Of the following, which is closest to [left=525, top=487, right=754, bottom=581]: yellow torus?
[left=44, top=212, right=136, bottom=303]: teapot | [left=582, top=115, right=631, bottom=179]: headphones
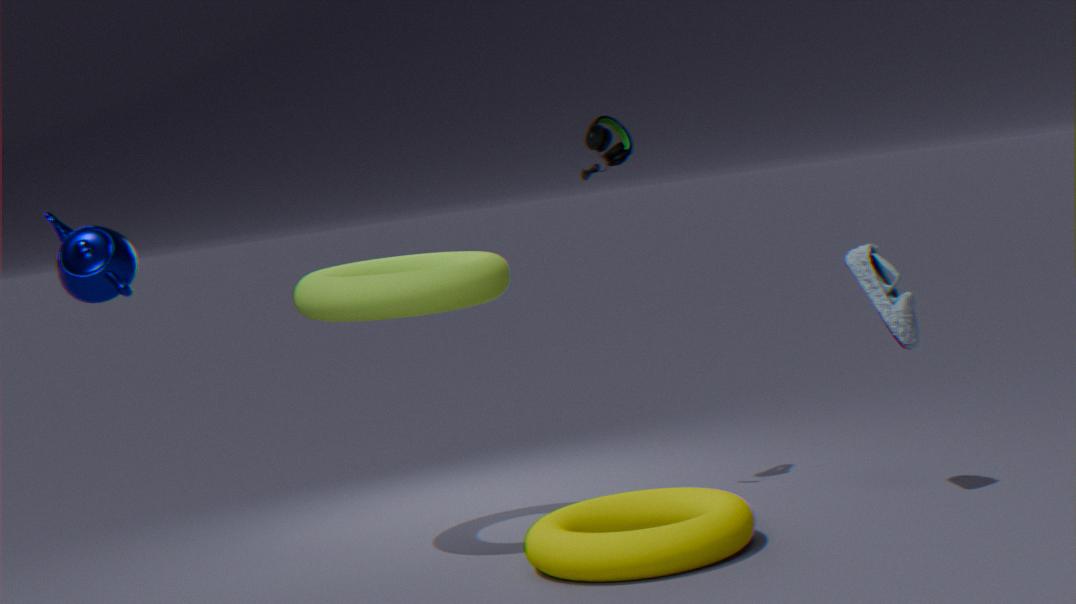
[left=582, top=115, right=631, bottom=179]: headphones
